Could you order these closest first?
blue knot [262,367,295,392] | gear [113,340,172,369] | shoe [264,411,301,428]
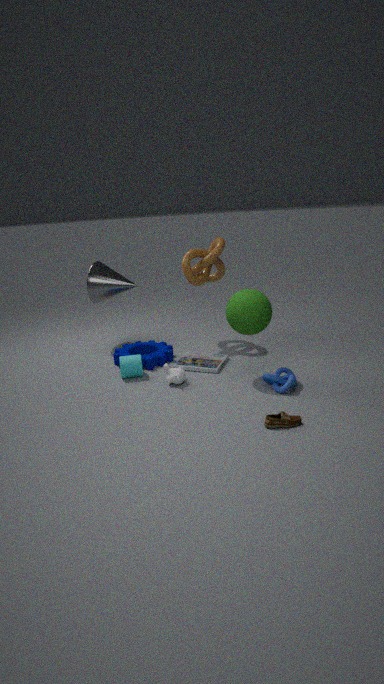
shoe [264,411,301,428] → blue knot [262,367,295,392] → gear [113,340,172,369]
